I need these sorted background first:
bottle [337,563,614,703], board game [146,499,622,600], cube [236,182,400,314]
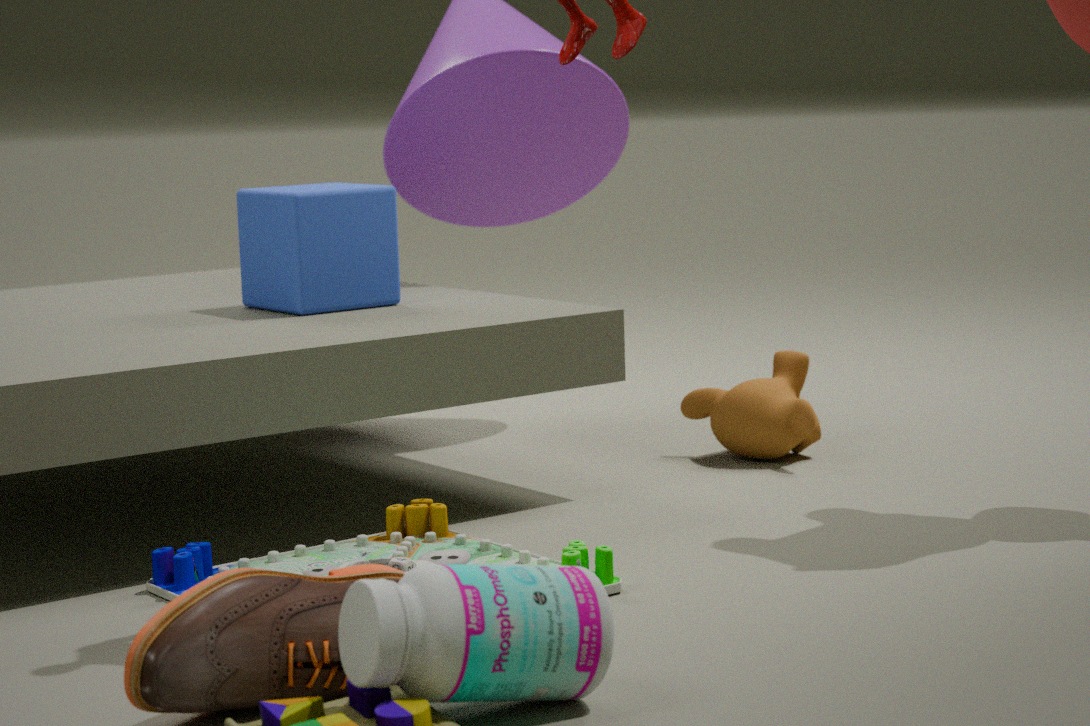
cube [236,182,400,314], board game [146,499,622,600], bottle [337,563,614,703]
